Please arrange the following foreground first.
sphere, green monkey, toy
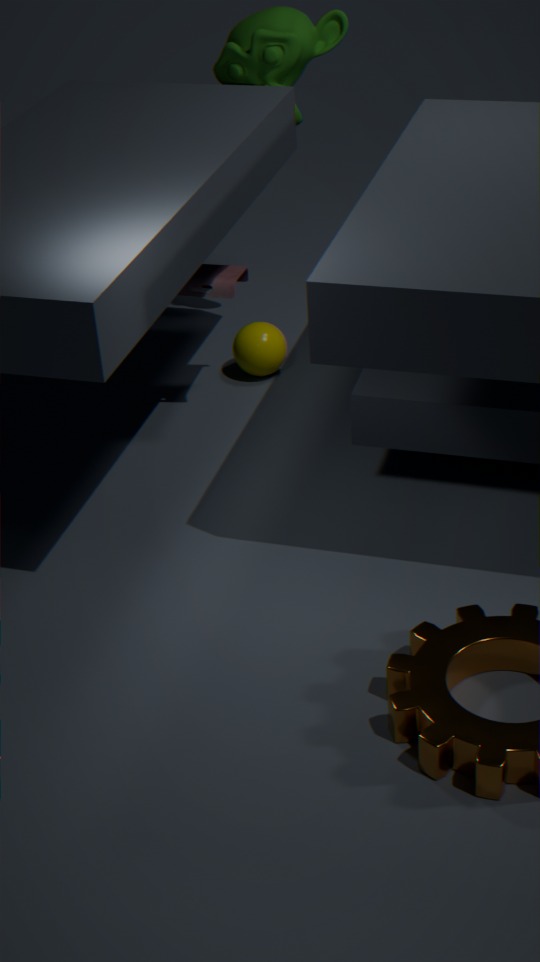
1. toy
2. green monkey
3. sphere
